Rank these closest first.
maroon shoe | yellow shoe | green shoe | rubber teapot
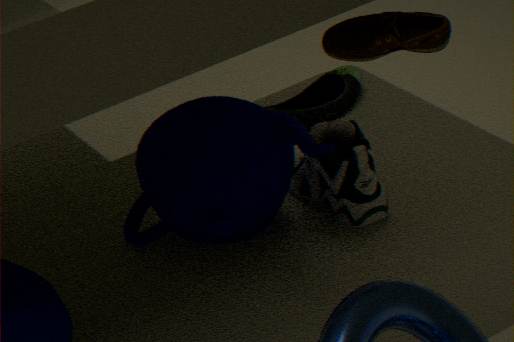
1. maroon shoe
2. rubber teapot
3. green shoe
4. yellow shoe
